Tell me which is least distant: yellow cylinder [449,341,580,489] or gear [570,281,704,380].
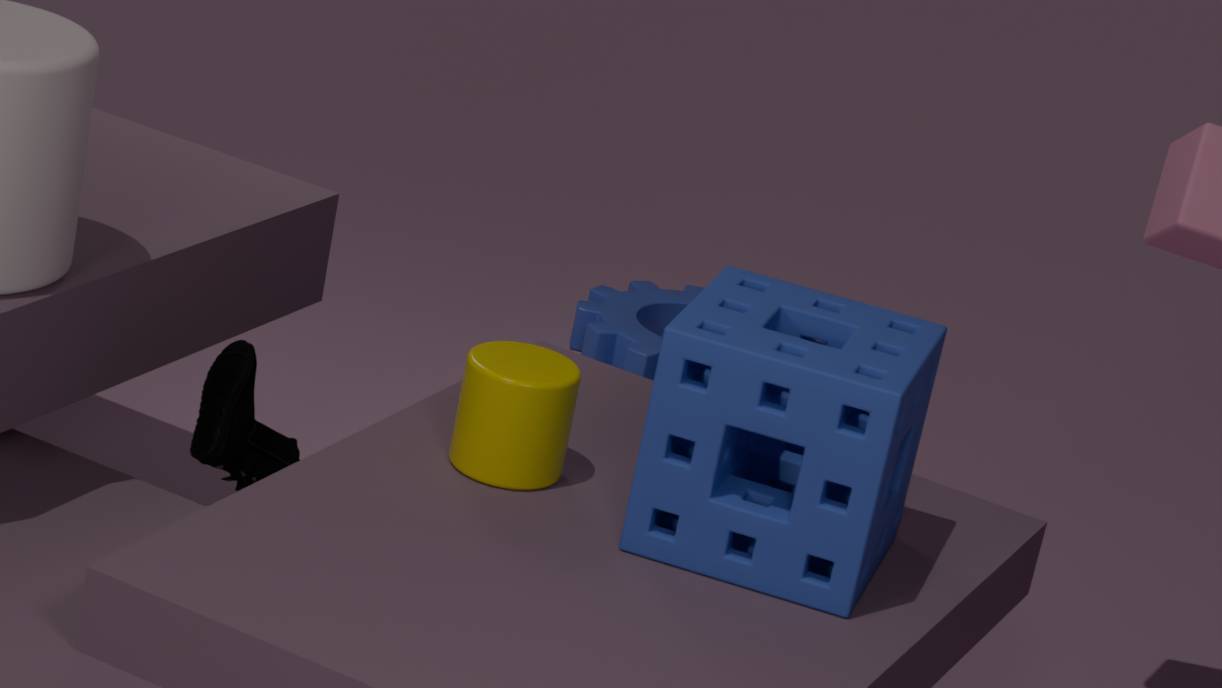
yellow cylinder [449,341,580,489]
